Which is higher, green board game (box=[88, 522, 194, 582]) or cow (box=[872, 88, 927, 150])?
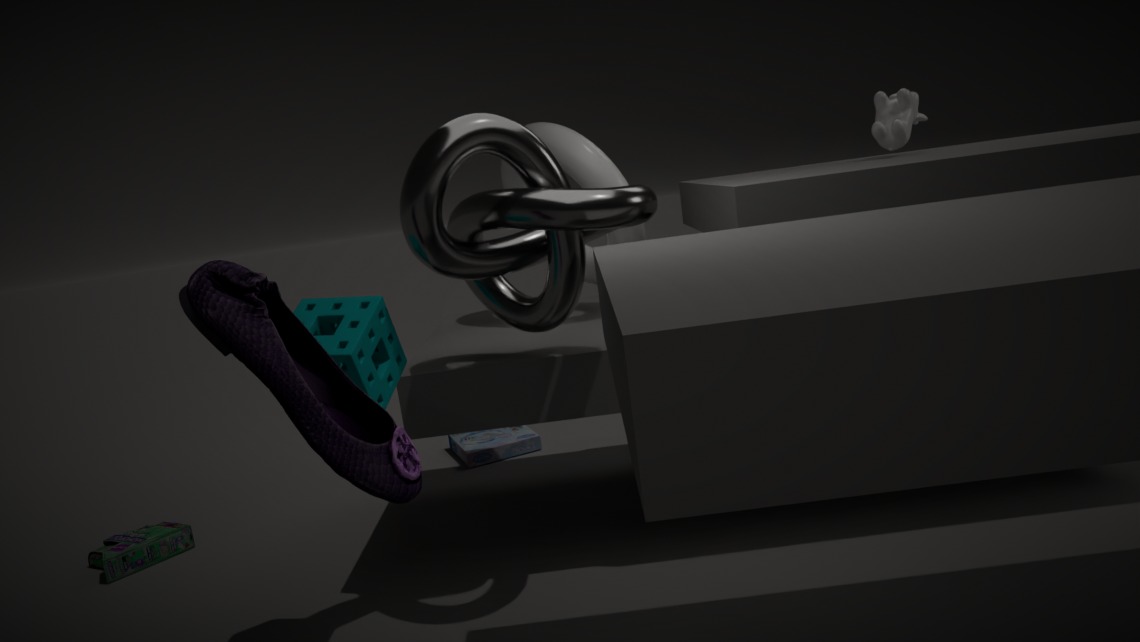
cow (box=[872, 88, 927, 150])
